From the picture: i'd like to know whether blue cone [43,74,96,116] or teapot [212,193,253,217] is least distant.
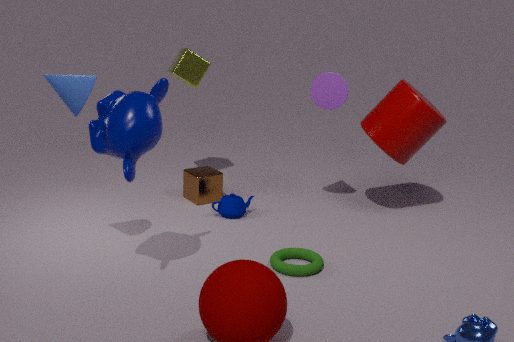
blue cone [43,74,96,116]
